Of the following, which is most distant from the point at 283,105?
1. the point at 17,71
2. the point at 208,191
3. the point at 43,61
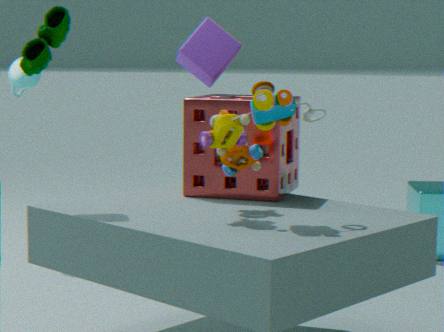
the point at 17,71
